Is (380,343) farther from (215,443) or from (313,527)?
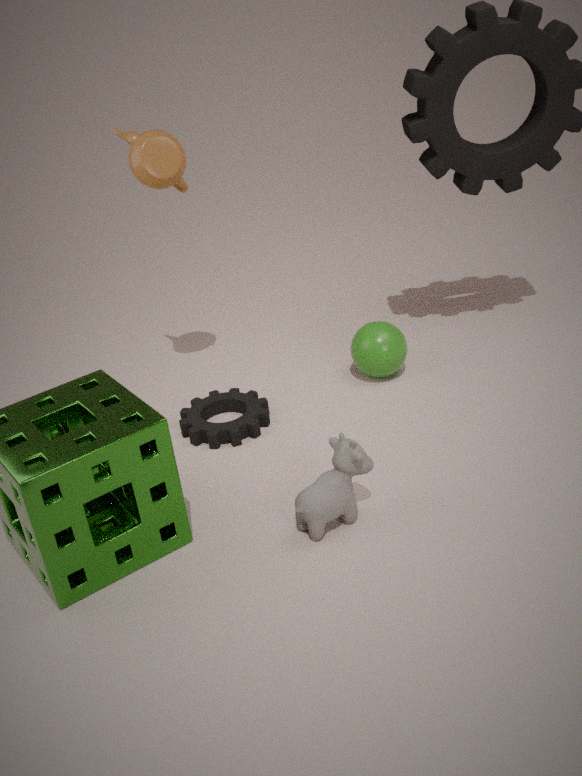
(313,527)
